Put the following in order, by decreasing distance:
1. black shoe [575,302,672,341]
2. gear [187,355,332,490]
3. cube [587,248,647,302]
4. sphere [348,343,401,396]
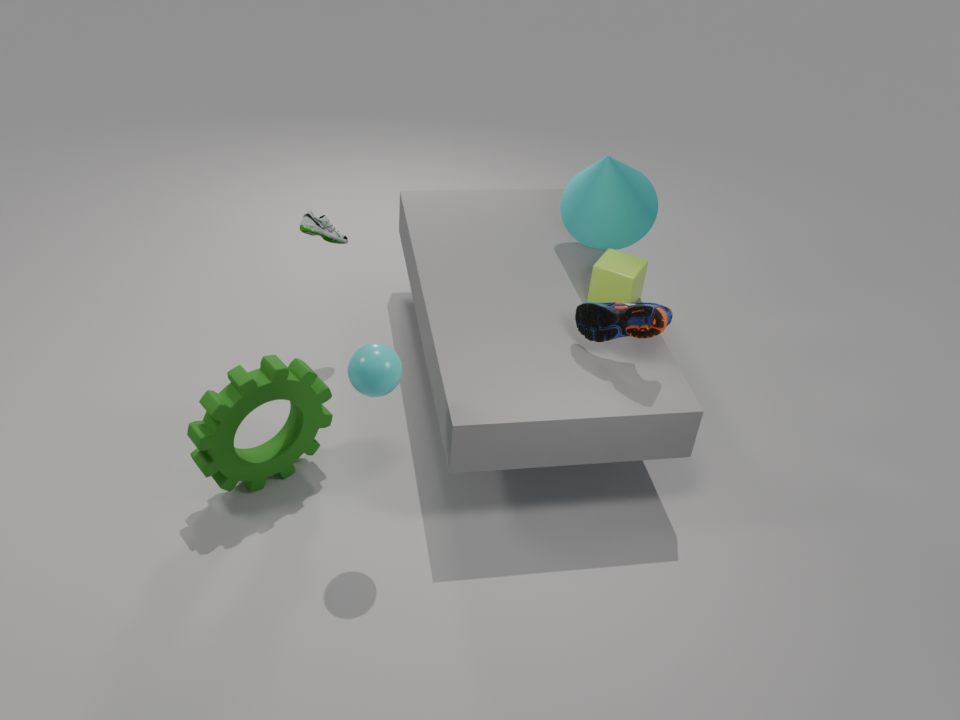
cube [587,248,647,302] < black shoe [575,302,672,341] < gear [187,355,332,490] < sphere [348,343,401,396]
